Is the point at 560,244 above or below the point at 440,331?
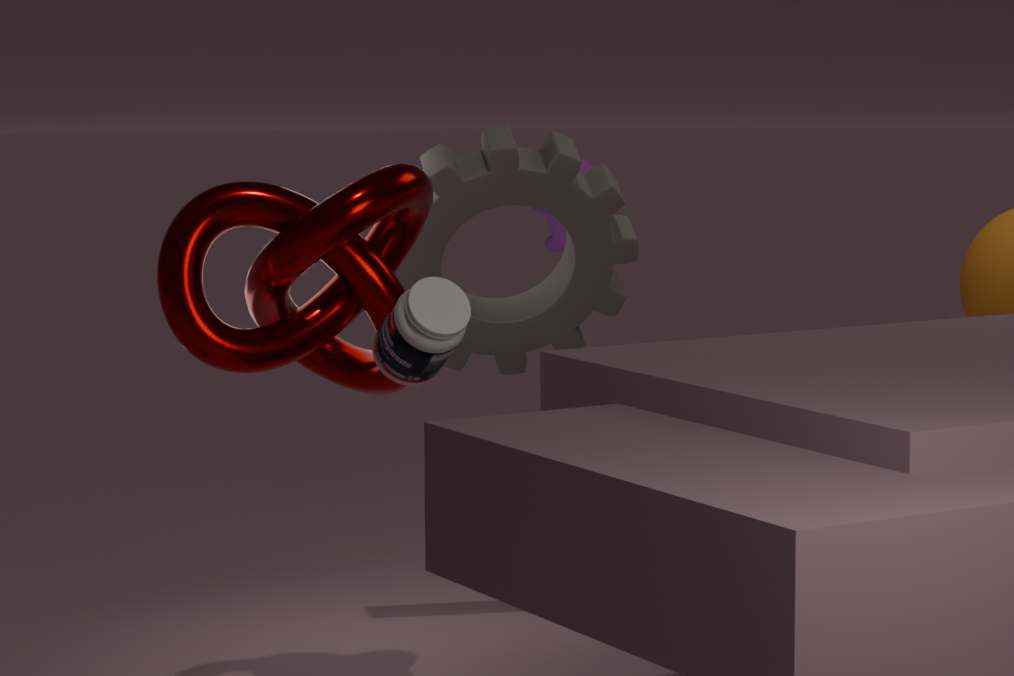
above
